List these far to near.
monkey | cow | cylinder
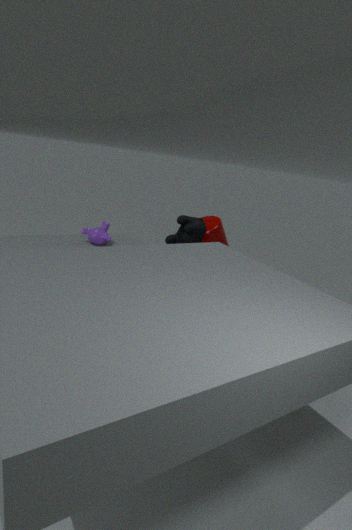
cylinder
cow
monkey
